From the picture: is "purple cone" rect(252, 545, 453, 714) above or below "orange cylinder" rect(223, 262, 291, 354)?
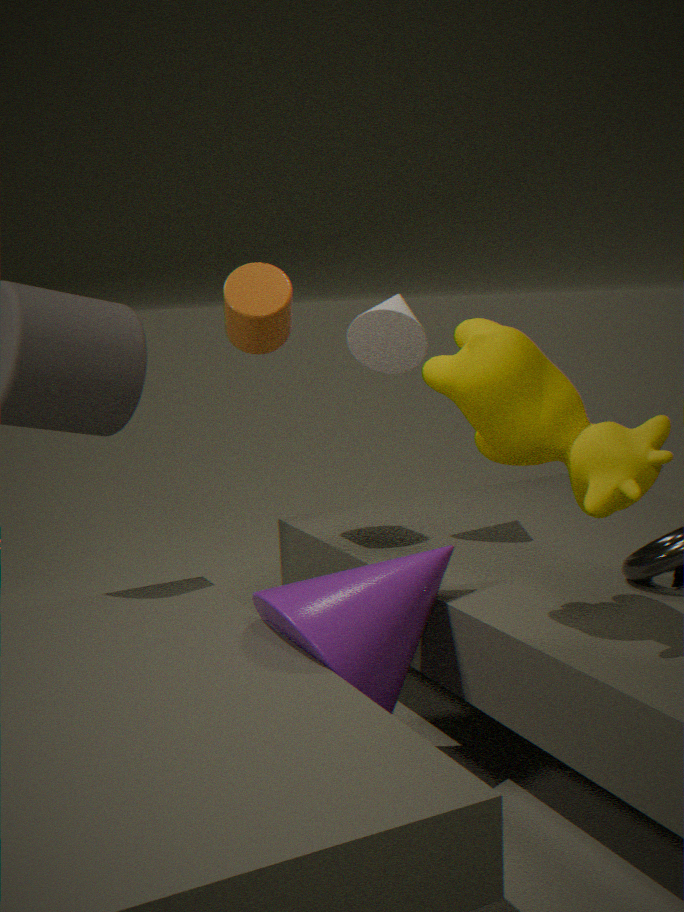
below
